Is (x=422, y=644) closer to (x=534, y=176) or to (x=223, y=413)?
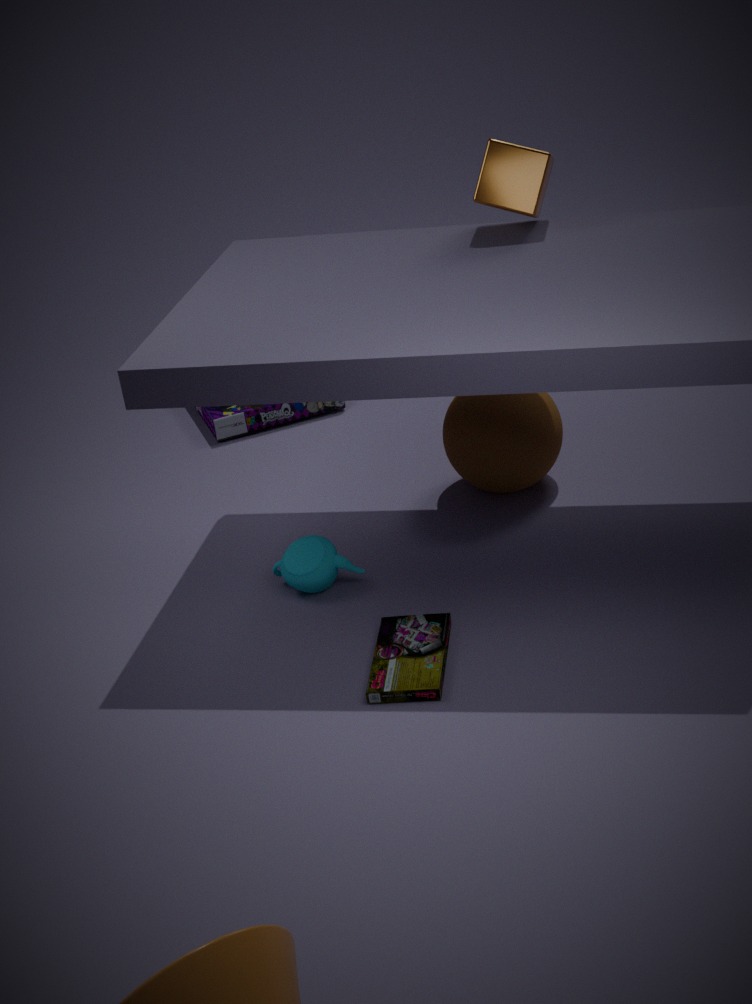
(x=534, y=176)
